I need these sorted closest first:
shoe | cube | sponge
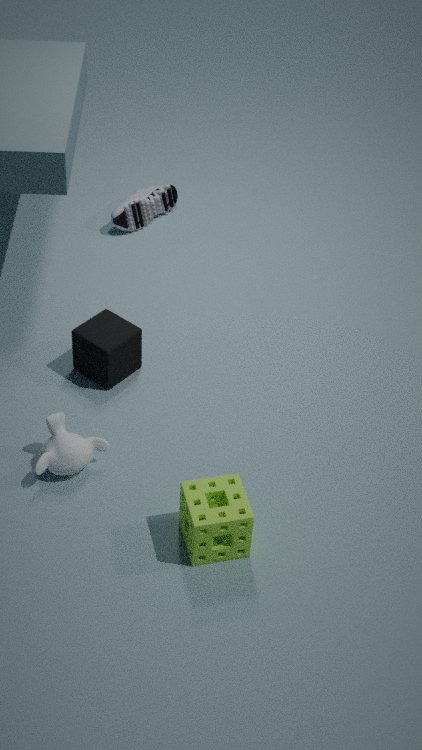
sponge
cube
shoe
